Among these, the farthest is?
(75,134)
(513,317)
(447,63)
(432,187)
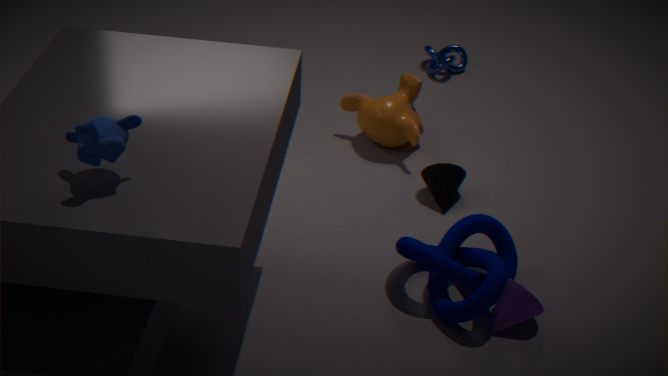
(447,63)
